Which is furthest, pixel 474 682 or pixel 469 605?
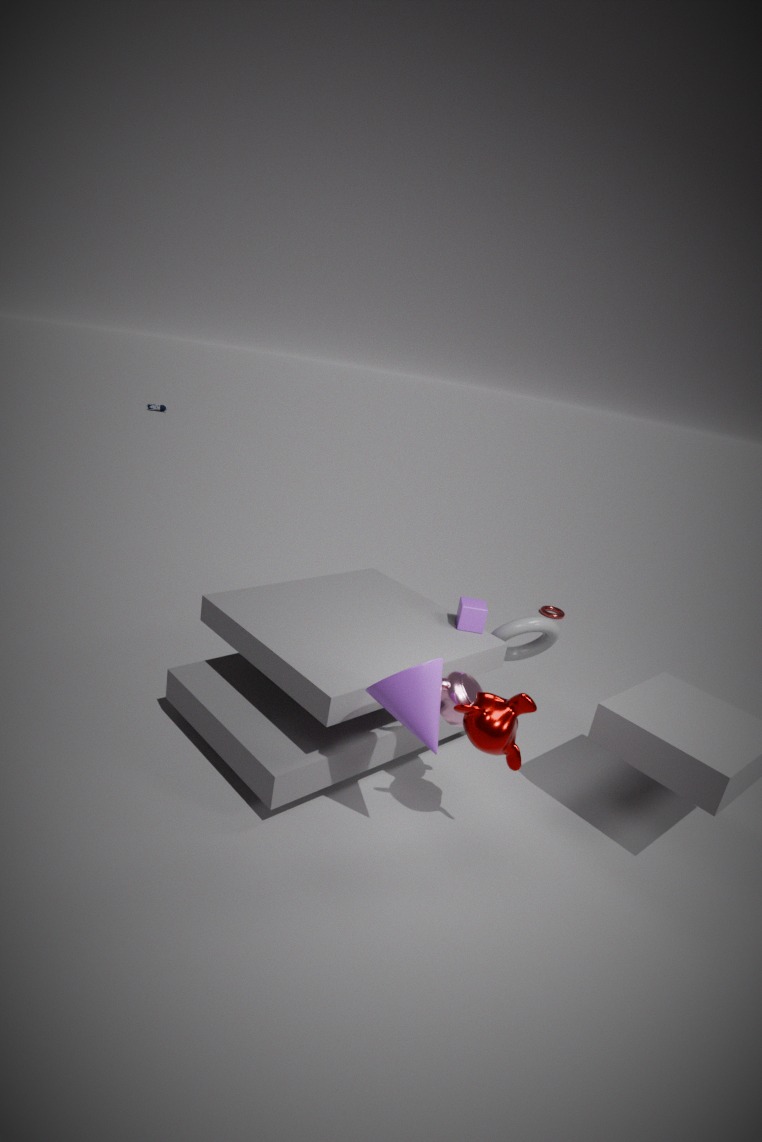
pixel 469 605
